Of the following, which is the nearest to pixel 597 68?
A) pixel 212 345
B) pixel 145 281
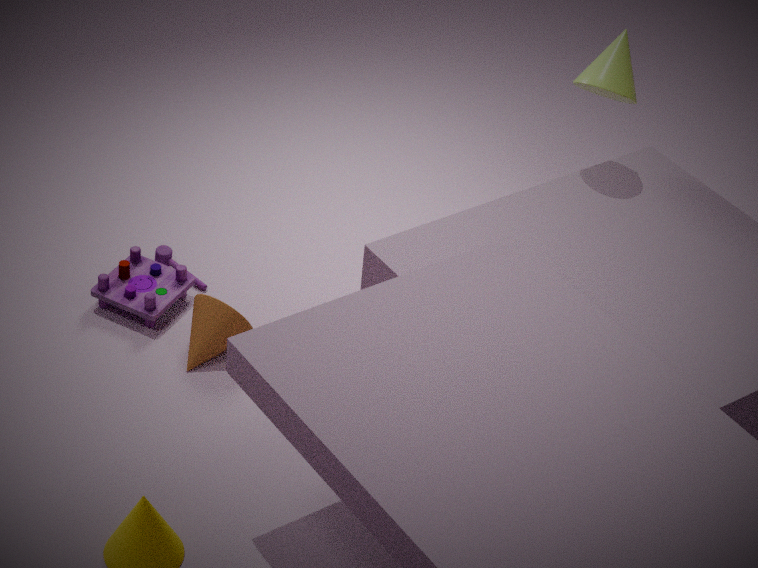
pixel 212 345
